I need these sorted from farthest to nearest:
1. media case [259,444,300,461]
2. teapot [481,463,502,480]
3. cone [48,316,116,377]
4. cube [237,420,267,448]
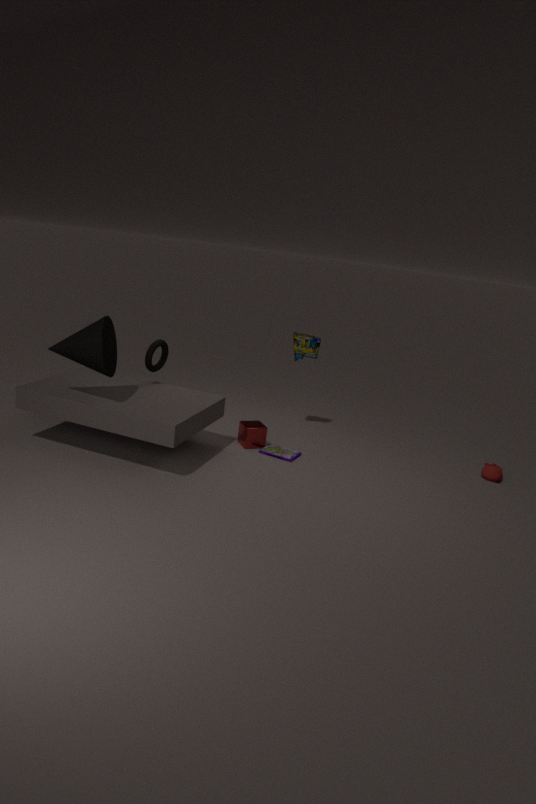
cube [237,420,267,448]
teapot [481,463,502,480]
media case [259,444,300,461]
cone [48,316,116,377]
